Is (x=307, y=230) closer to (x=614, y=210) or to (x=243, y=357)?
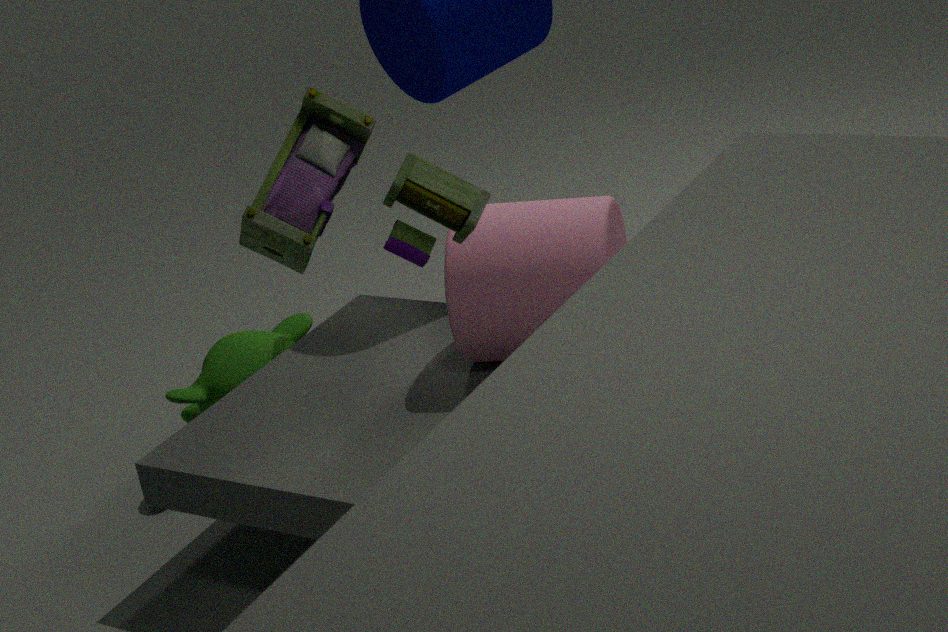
(x=614, y=210)
